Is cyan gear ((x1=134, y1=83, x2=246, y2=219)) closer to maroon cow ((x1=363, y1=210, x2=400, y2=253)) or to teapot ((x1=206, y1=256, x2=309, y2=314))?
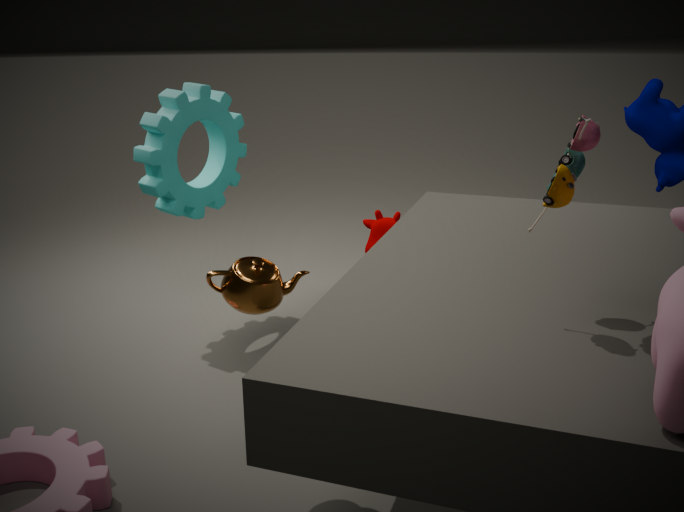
maroon cow ((x1=363, y1=210, x2=400, y2=253))
